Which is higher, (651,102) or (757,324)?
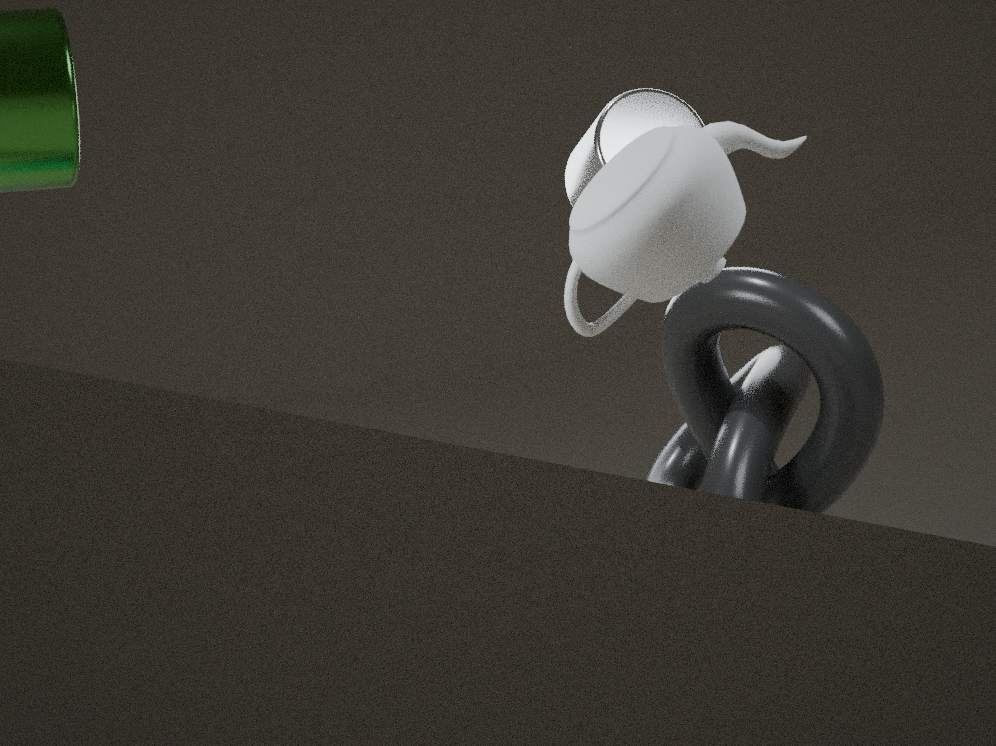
(651,102)
